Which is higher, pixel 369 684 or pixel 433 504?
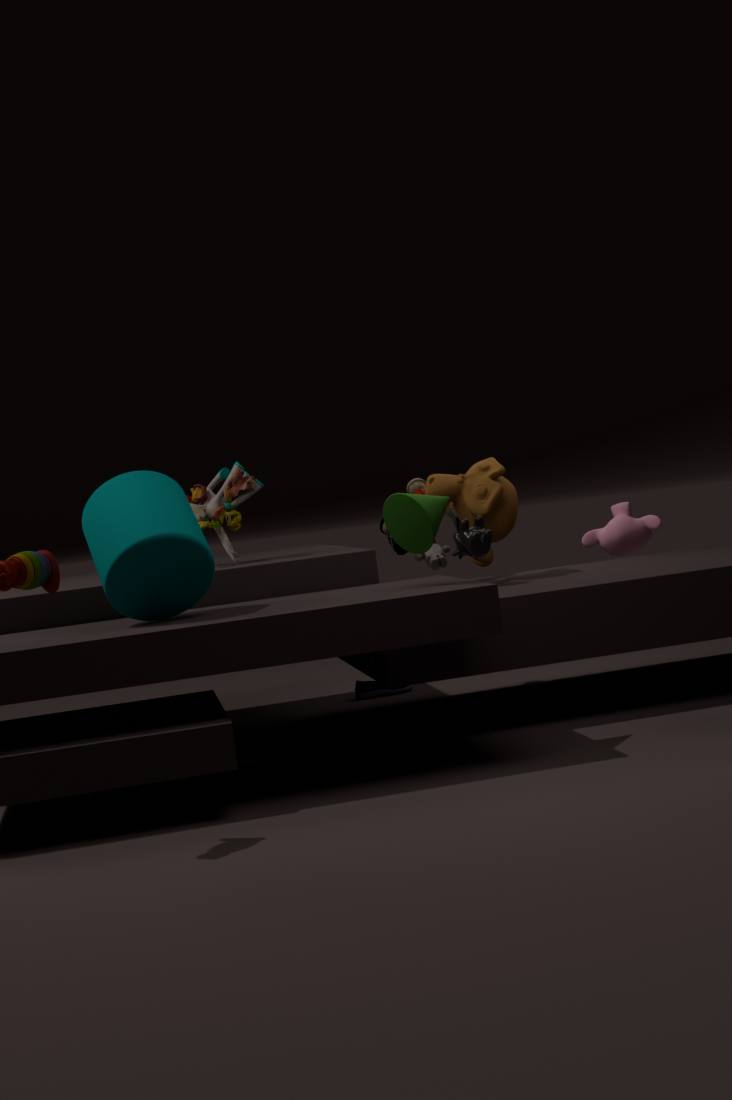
pixel 433 504
